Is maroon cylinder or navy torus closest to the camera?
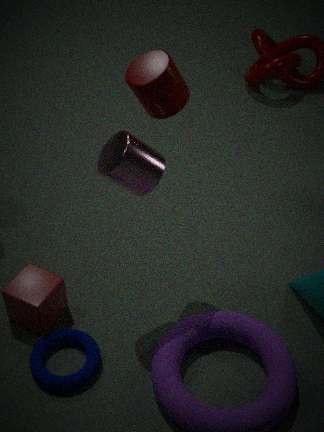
maroon cylinder
